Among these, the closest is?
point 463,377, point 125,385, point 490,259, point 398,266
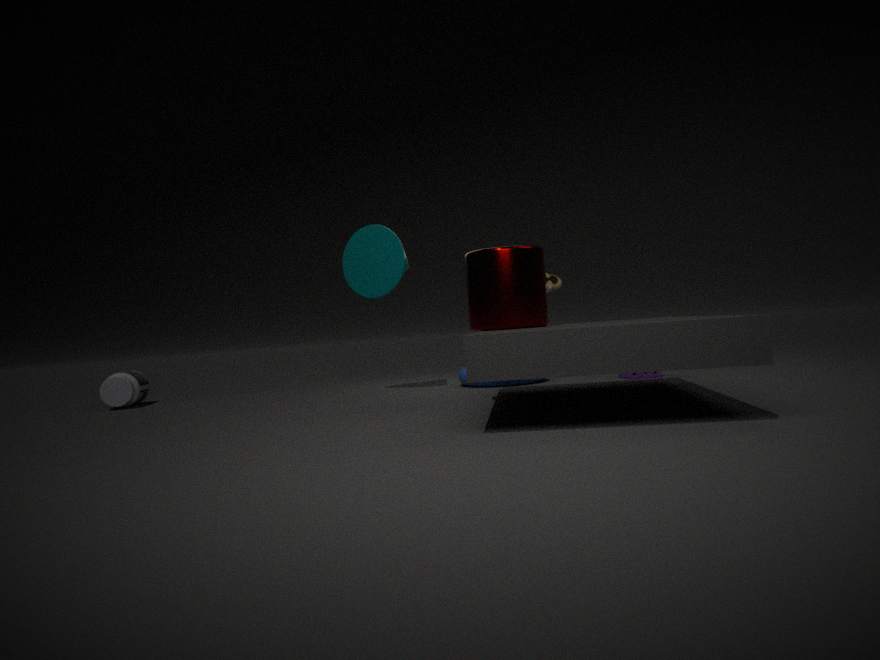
point 490,259
